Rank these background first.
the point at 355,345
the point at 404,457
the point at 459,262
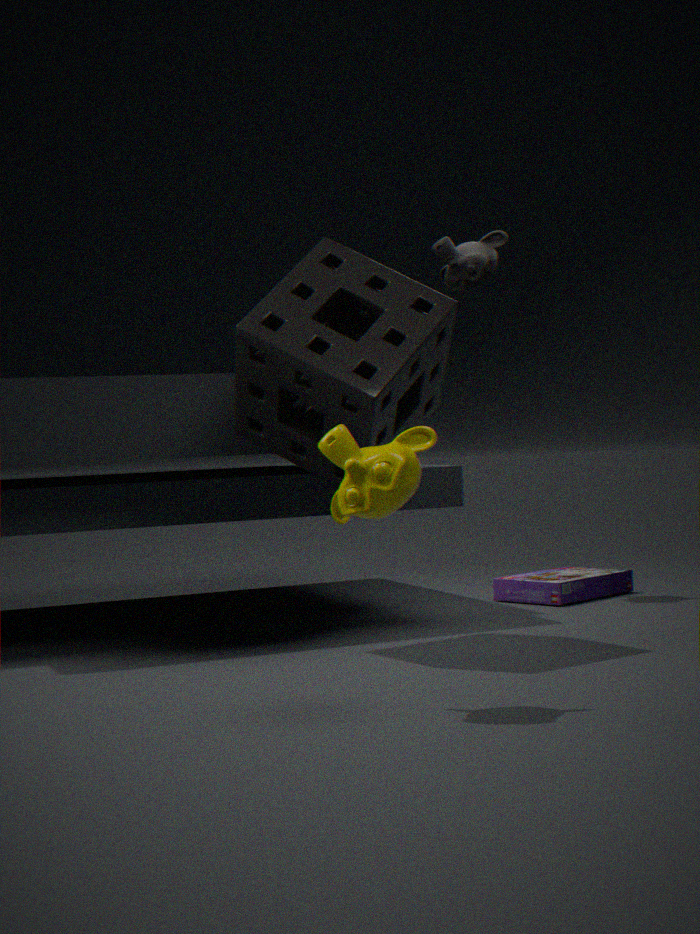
the point at 459,262 → the point at 355,345 → the point at 404,457
